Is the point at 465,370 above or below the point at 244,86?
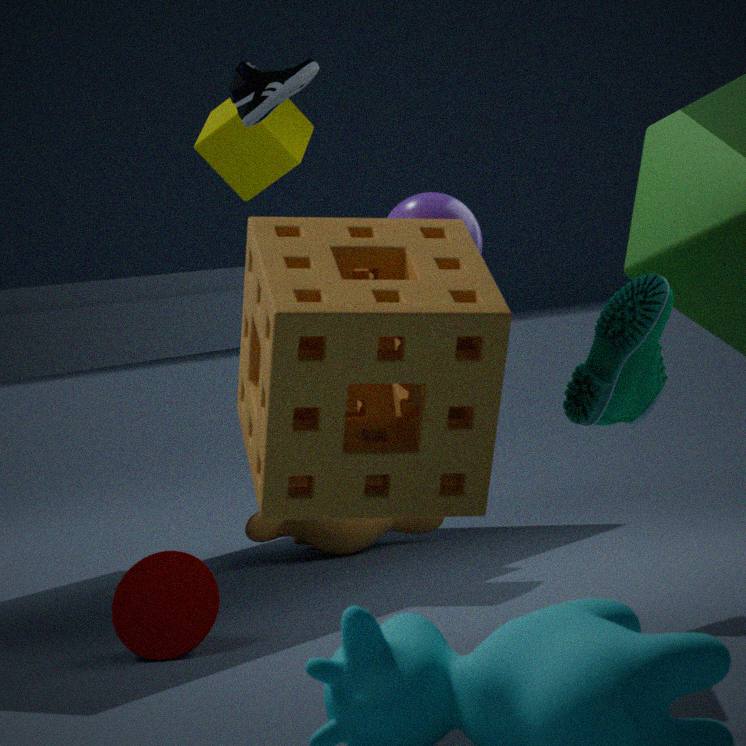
below
